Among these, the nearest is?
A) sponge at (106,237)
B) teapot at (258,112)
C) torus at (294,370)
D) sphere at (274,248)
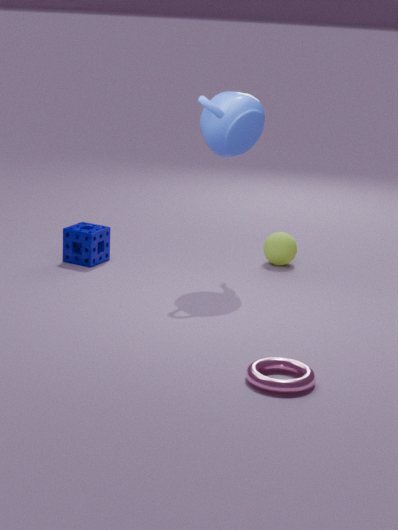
torus at (294,370)
